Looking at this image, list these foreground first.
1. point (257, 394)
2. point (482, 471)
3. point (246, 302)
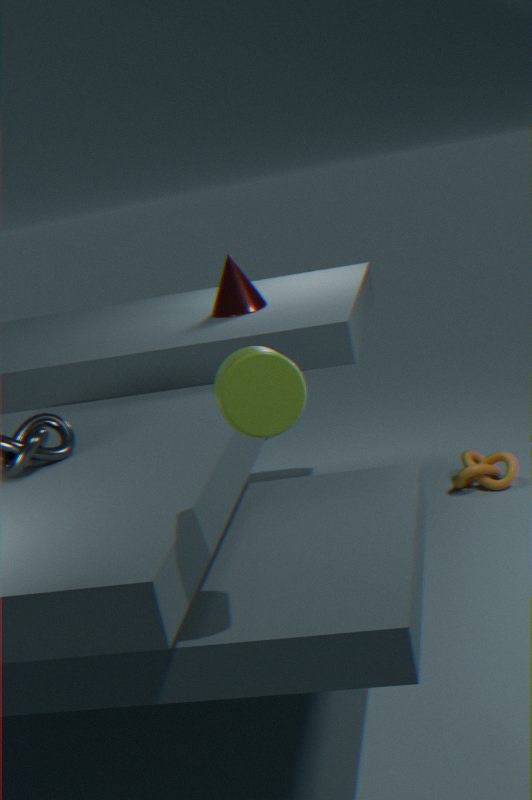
point (257, 394) → point (246, 302) → point (482, 471)
